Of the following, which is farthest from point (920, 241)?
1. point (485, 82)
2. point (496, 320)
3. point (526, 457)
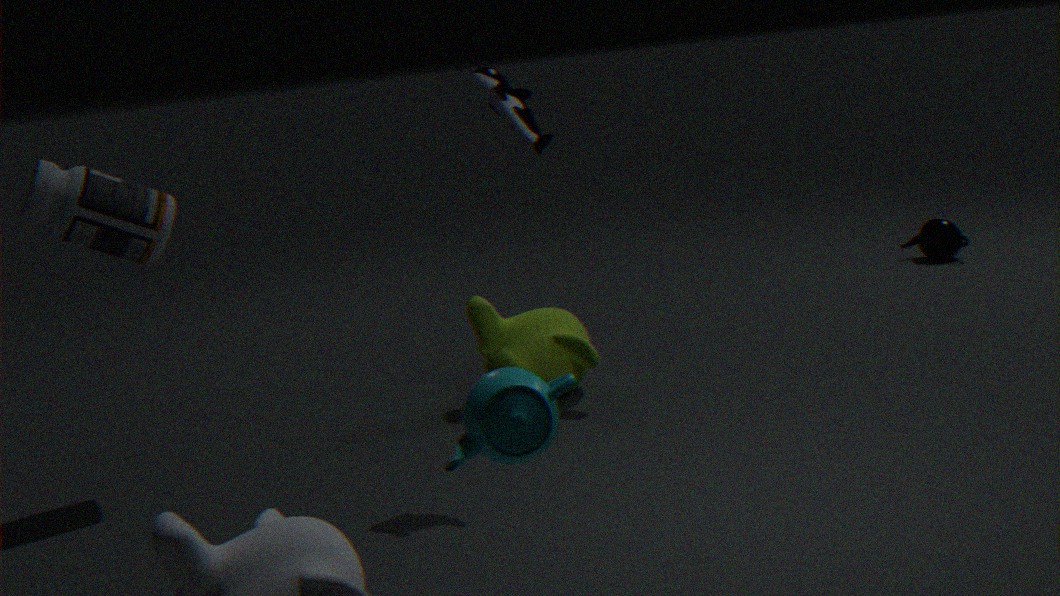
point (526, 457)
